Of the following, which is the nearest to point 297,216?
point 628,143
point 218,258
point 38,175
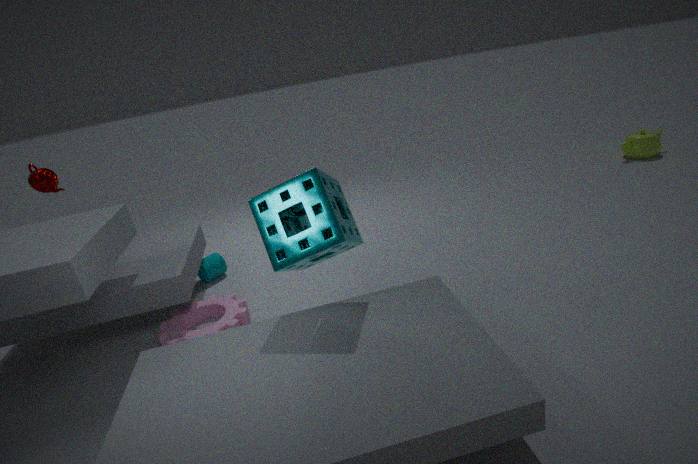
point 218,258
